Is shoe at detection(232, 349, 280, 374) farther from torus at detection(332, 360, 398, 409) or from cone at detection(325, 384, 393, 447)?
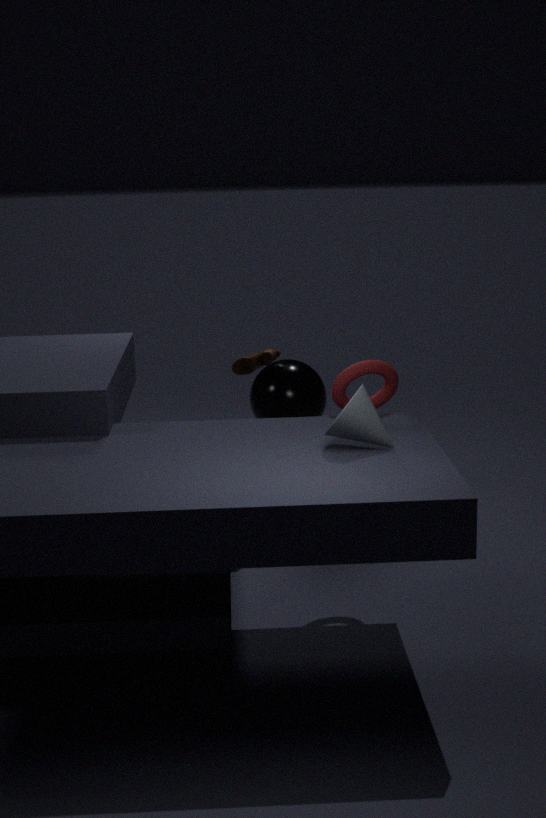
cone at detection(325, 384, 393, 447)
